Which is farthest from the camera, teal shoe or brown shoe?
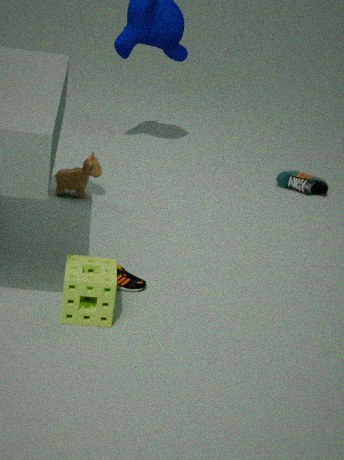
teal shoe
